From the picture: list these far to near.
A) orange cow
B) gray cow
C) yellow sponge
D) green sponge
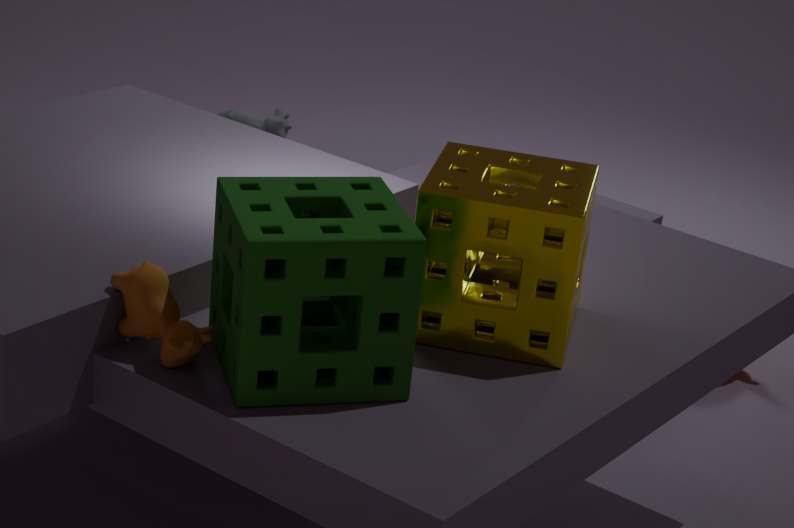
gray cow → yellow sponge → orange cow → green sponge
